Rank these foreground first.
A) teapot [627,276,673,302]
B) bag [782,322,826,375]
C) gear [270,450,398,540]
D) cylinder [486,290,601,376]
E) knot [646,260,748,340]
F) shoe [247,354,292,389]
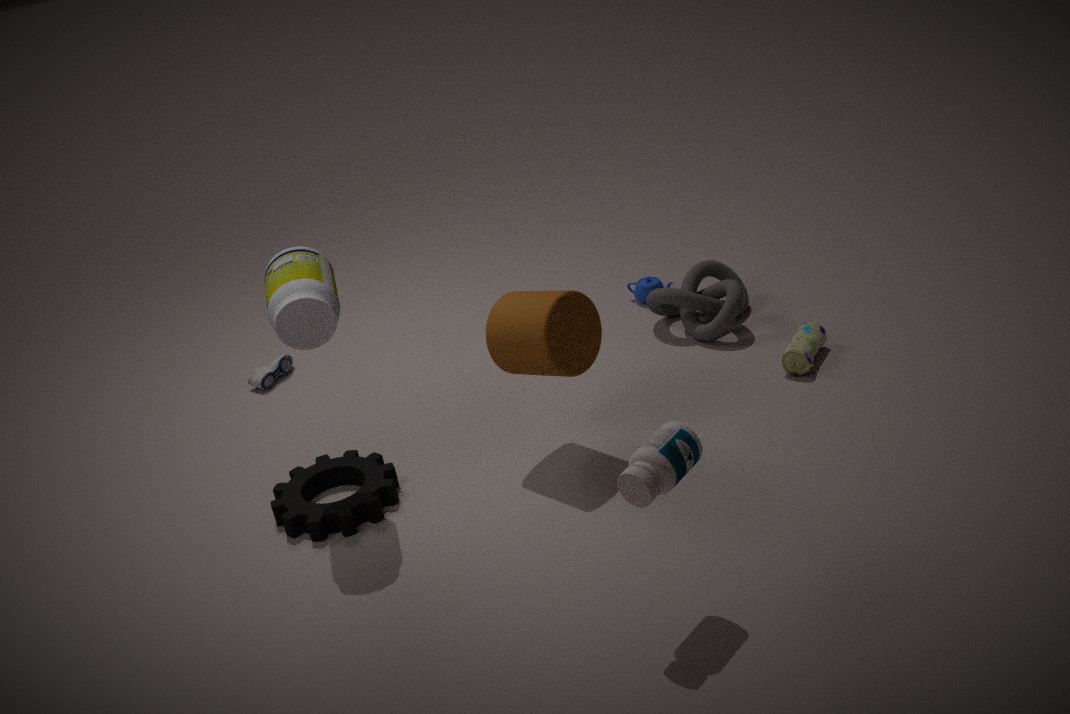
cylinder [486,290,601,376]
gear [270,450,398,540]
bag [782,322,826,375]
knot [646,260,748,340]
shoe [247,354,292,389]
teapot [627,276,673,302]
